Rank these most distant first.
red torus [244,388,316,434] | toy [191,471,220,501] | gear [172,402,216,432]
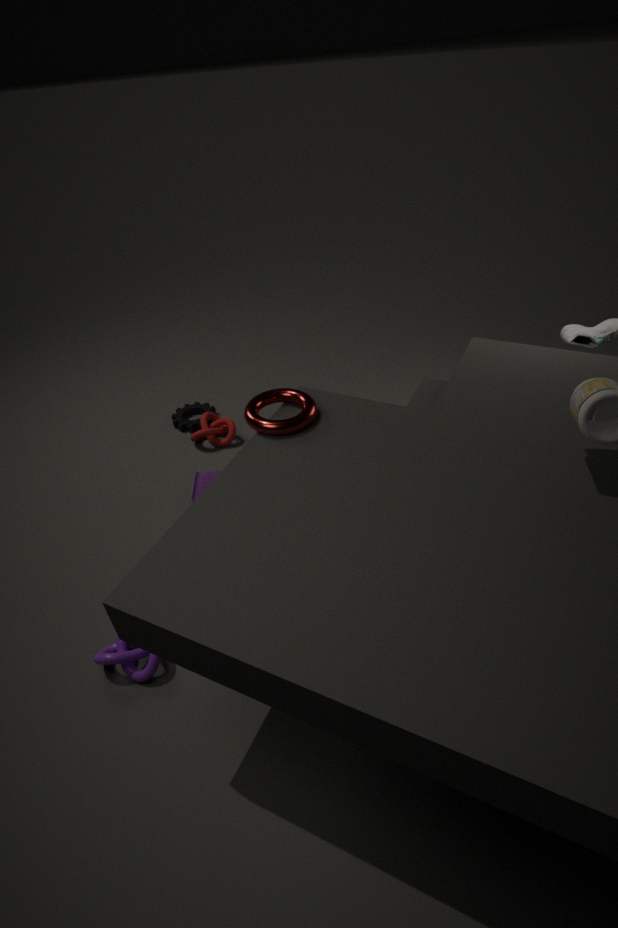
gear [172,402,216,432], toy [191,471,220,501], red torus [244,388,316,434]
